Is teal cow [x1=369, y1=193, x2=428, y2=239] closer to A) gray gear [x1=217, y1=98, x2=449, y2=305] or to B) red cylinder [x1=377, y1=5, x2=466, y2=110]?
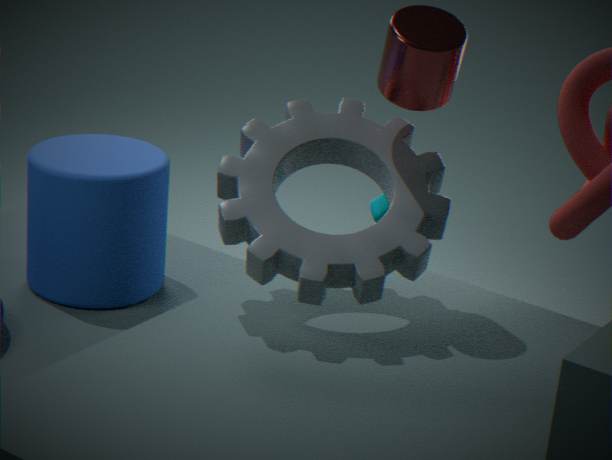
A) gray gear [x1=217, y1=98, x2=449, y2=305]
